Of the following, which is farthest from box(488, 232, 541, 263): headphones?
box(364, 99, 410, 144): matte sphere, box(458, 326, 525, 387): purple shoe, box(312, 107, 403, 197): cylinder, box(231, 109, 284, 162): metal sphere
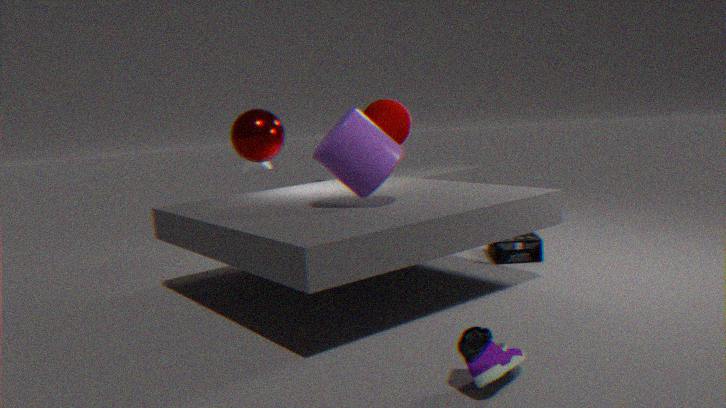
box(458, 326, 525, 387): purple shoe
